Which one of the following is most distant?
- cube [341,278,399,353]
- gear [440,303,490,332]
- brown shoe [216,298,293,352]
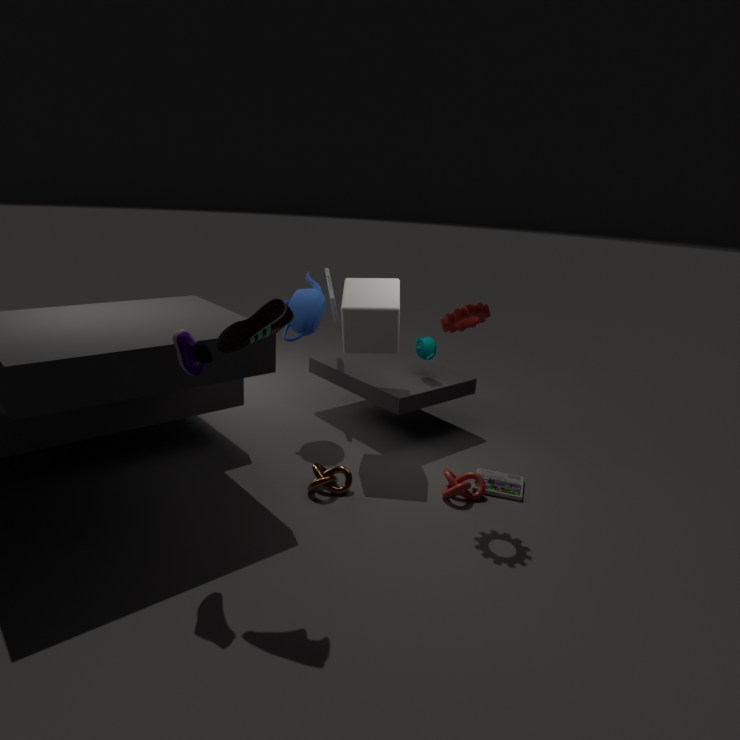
cube [341,278,399,353]
